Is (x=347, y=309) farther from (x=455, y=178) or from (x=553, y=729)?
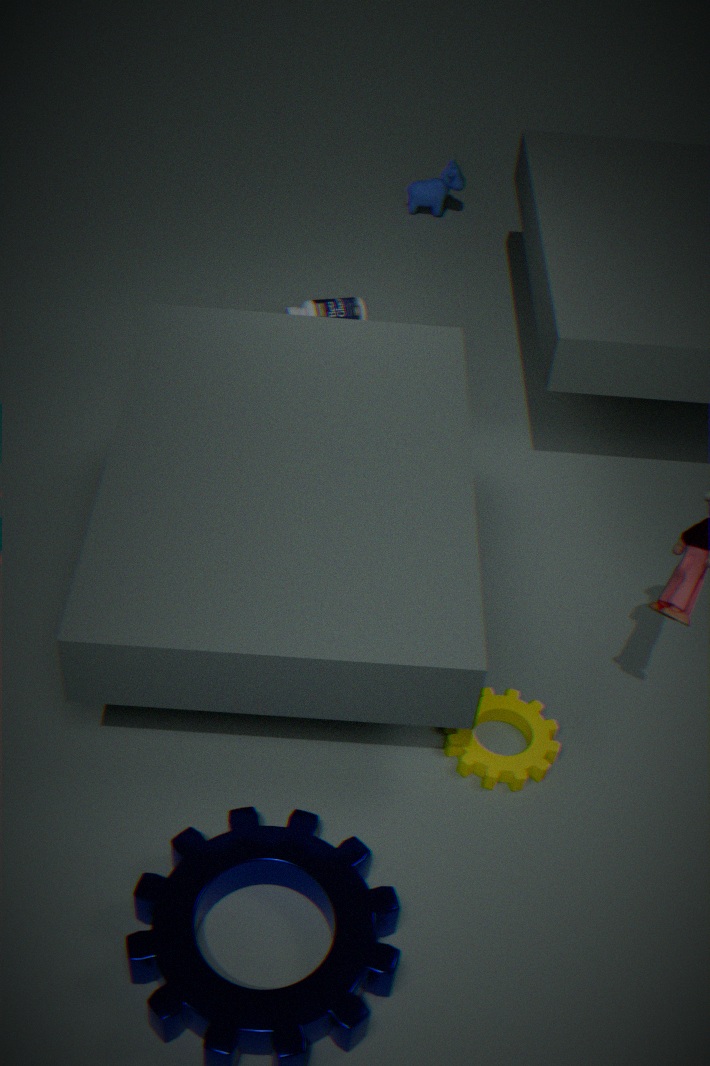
(x=553, y=729)
